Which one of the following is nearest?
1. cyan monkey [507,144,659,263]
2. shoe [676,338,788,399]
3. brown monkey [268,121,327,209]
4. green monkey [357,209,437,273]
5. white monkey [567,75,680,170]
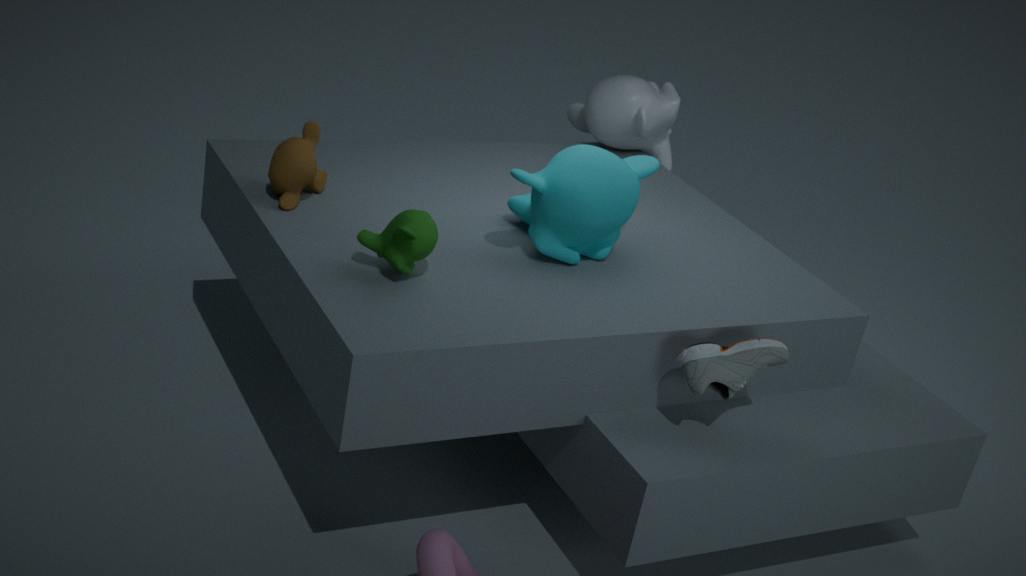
green monkey [357,209,437,273]
